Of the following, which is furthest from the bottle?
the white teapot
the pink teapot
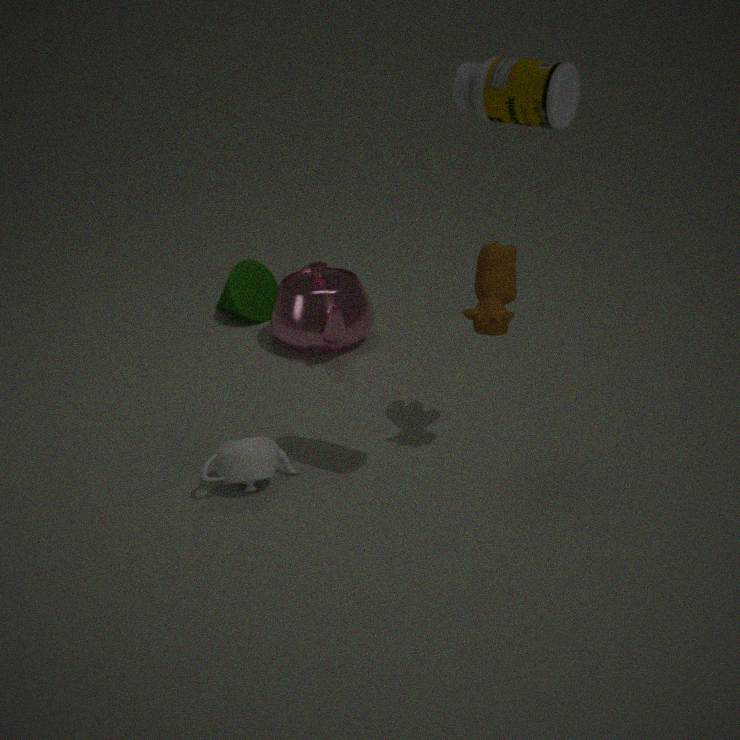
the pink teapot
